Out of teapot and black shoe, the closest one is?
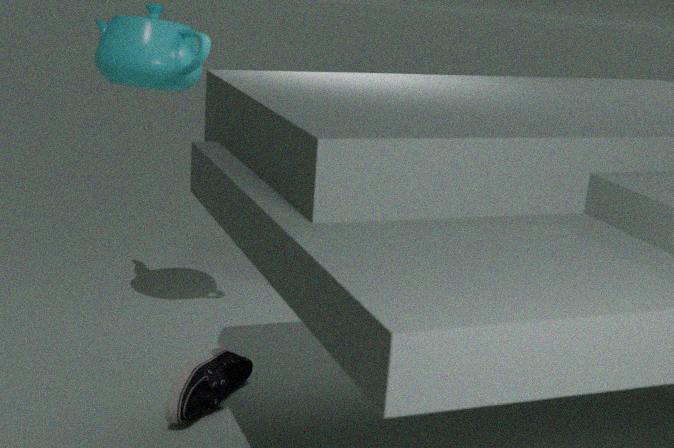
black shoe
